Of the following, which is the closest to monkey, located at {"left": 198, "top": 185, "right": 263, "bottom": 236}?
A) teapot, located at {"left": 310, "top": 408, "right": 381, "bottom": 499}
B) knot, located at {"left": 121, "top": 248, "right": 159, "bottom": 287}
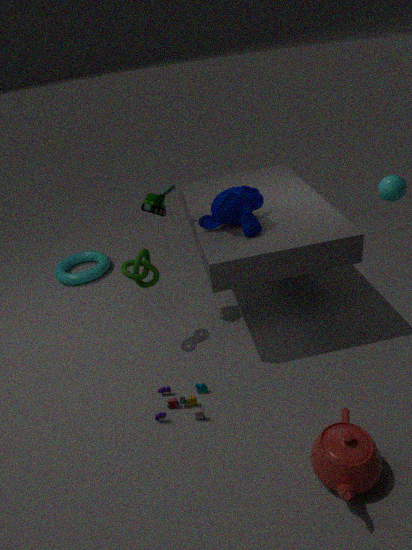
knot, located at {"left": 121, "top": 248, "right": 159, "bottom": 287}
